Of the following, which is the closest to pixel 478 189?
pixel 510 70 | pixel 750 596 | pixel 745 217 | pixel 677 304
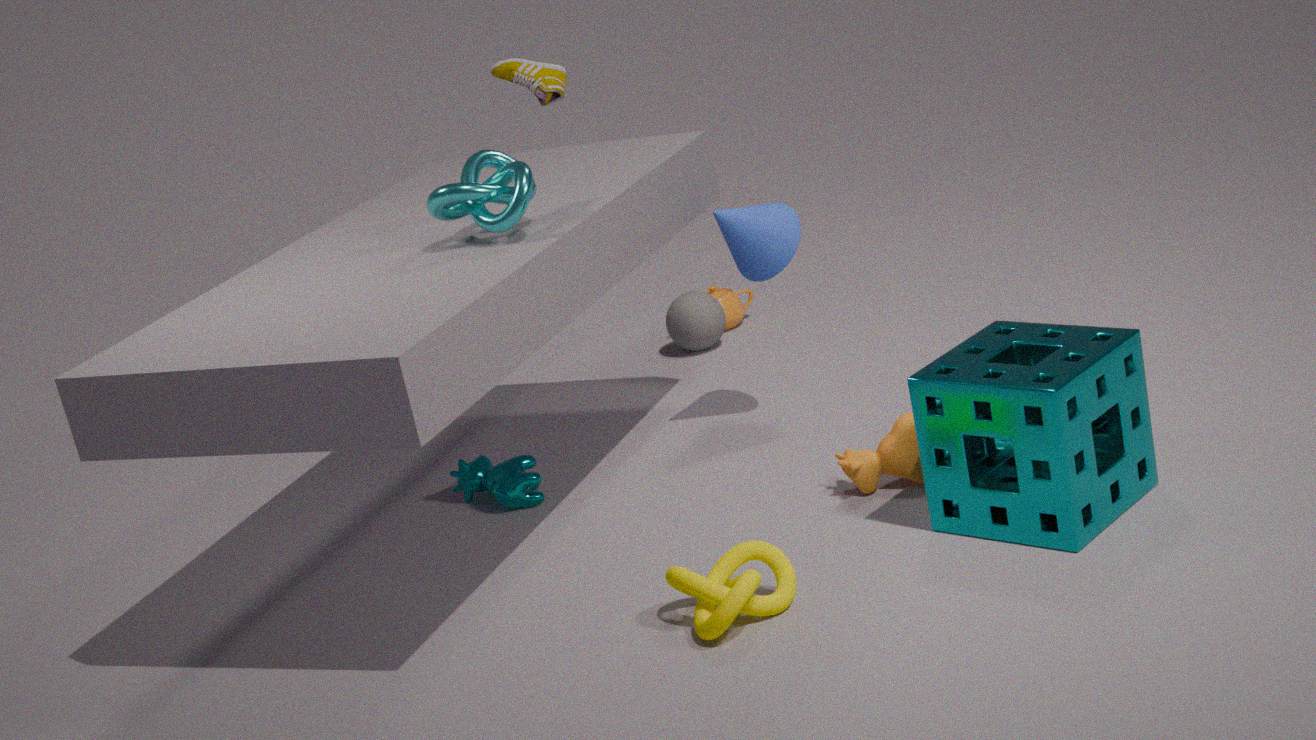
pixel 745 217
